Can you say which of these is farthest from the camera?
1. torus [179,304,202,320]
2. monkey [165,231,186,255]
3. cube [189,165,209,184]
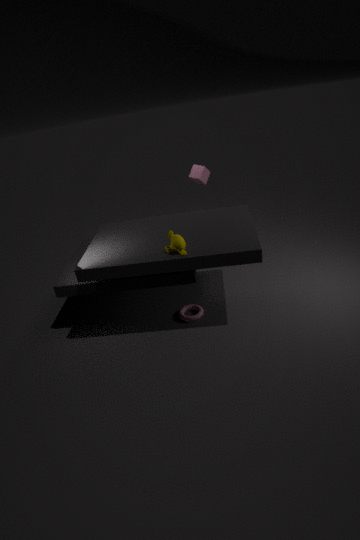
cube [189,165,209,184]
